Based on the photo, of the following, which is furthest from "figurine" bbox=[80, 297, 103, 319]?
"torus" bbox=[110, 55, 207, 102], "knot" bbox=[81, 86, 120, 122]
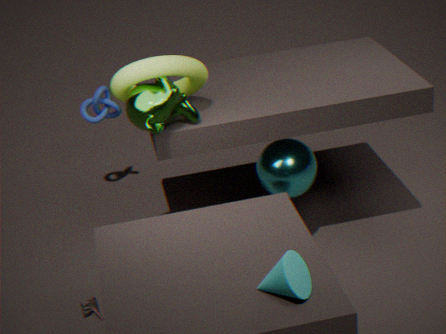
"knot" bbox=[81, 86, 120, 122]
